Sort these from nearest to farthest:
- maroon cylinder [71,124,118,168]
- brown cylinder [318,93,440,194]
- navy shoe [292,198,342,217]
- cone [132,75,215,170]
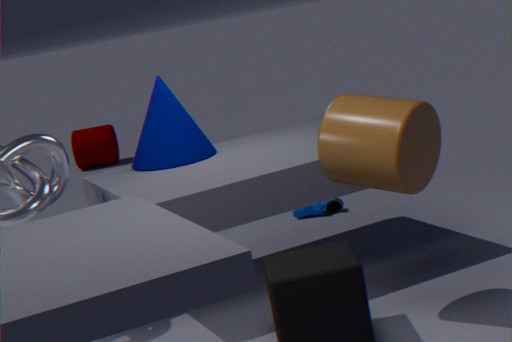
brown cylinder [318,93,440,194]
cone [132,75,215,170]
navy shoe [292,198,342,217]
maroon cylinder [71,124,118,168]
